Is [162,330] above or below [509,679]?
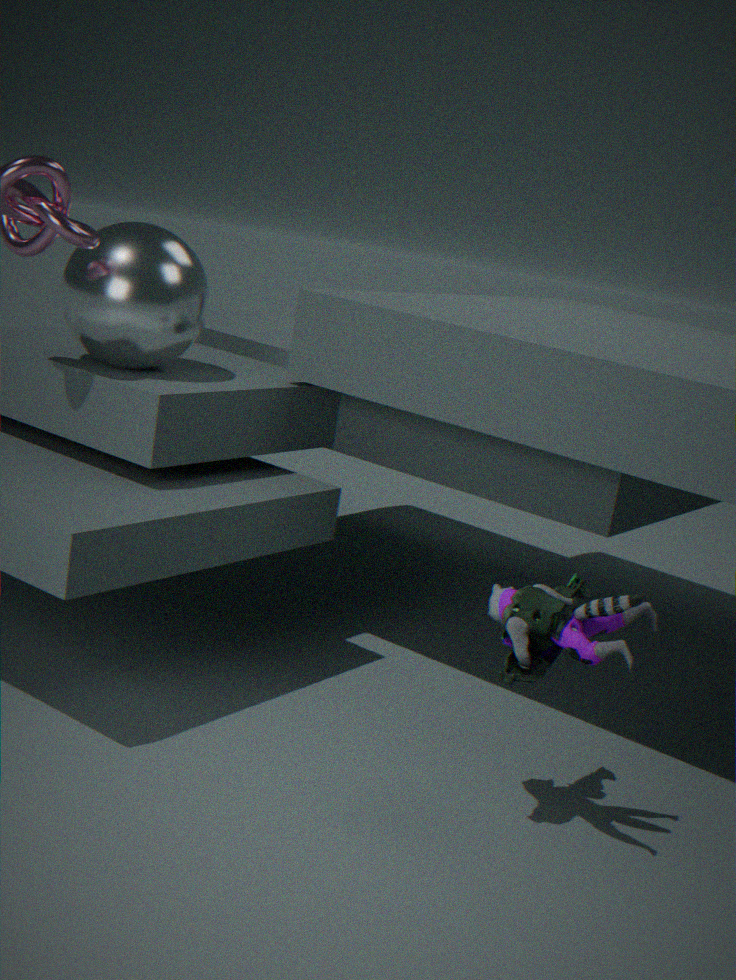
above
